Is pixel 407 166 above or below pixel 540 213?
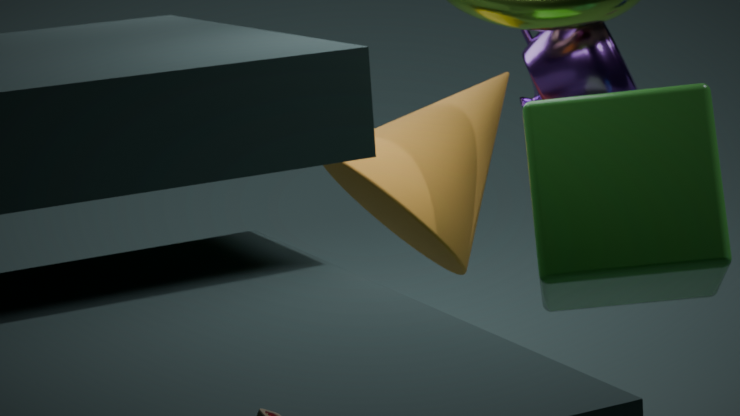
below
